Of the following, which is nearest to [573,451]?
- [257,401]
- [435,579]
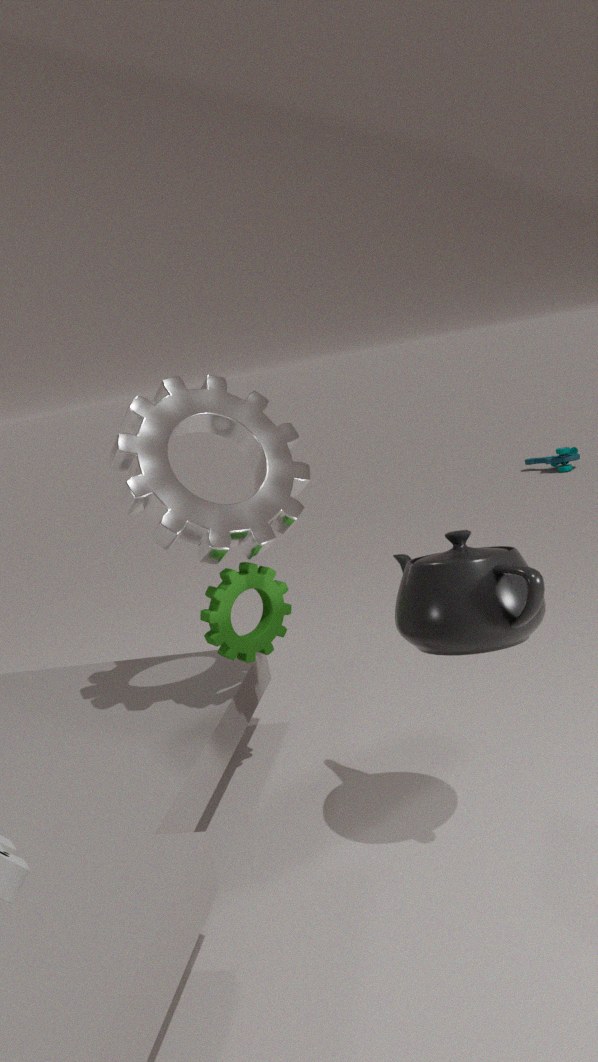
[257,401]
